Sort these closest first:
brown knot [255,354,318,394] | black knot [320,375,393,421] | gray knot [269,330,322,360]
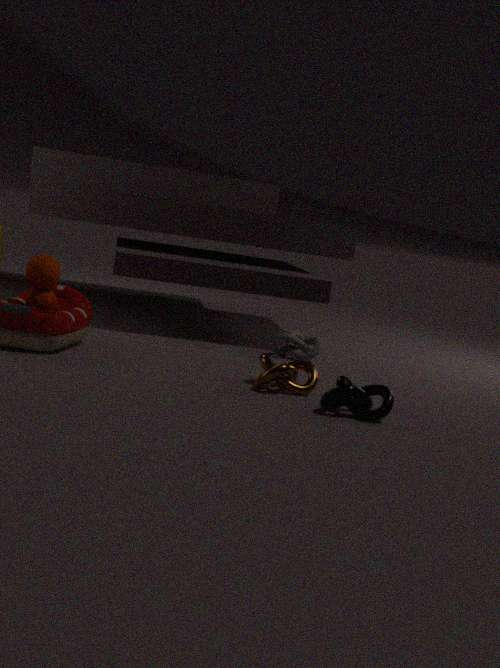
black knot [320,375,393,421] < brown knot [255,354,318,394] < gray knot [269,330,322,360]
